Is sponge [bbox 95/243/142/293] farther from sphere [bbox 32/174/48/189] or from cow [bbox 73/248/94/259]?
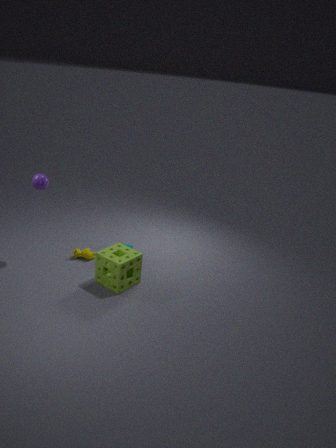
sphere [bbox 32/174/48/189]
